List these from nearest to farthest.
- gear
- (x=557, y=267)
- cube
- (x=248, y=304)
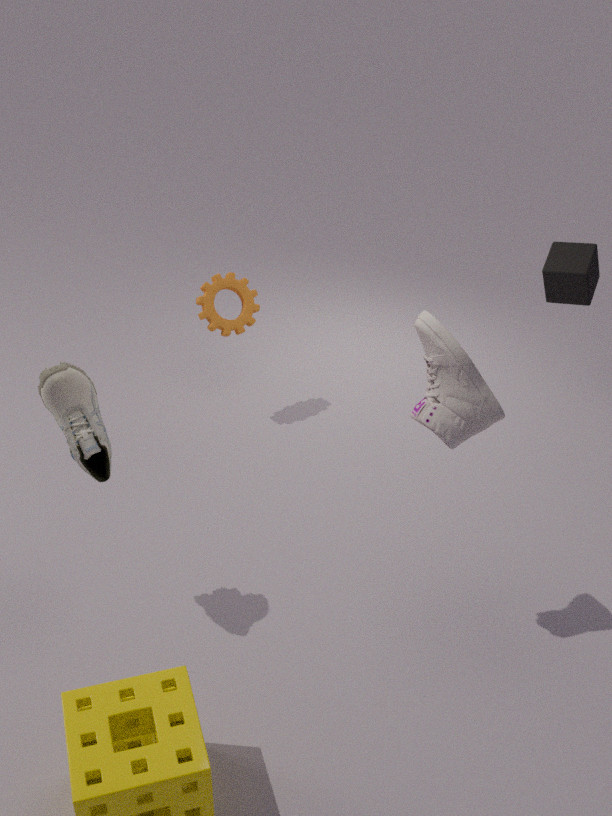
cube
gear
(x=557, y=267)
(x=248, y=304)
